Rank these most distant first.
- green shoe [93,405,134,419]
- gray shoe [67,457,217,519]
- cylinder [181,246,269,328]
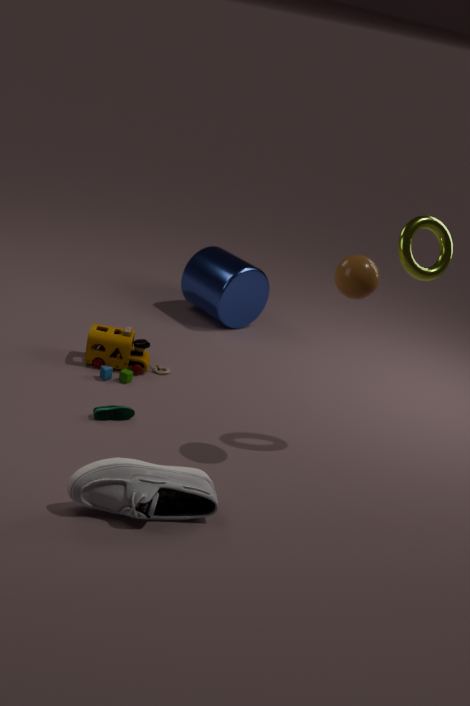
cylinder [181,246,269,328] < green shoe [93,405,134,419] < gray shoe [67,457,217,519]
